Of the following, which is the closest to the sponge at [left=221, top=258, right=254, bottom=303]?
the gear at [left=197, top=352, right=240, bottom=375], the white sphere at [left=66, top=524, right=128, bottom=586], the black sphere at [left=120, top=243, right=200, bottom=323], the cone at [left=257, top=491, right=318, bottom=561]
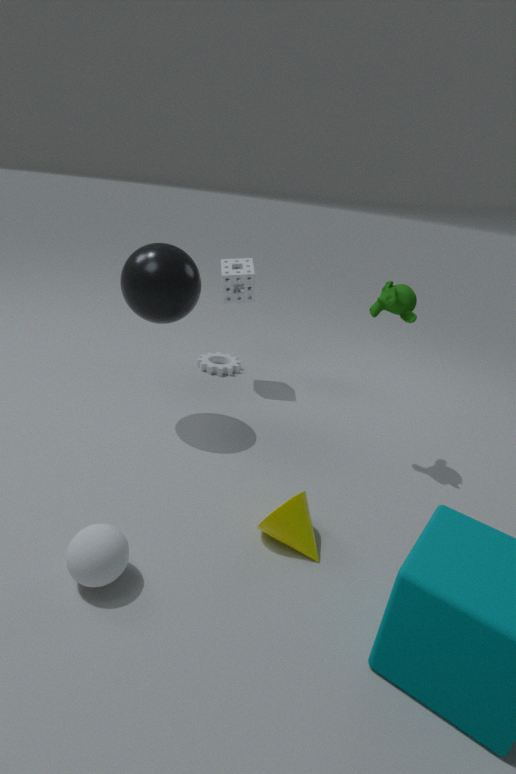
the black sphere at [left=120, top=243, right=200, bottom=323]
